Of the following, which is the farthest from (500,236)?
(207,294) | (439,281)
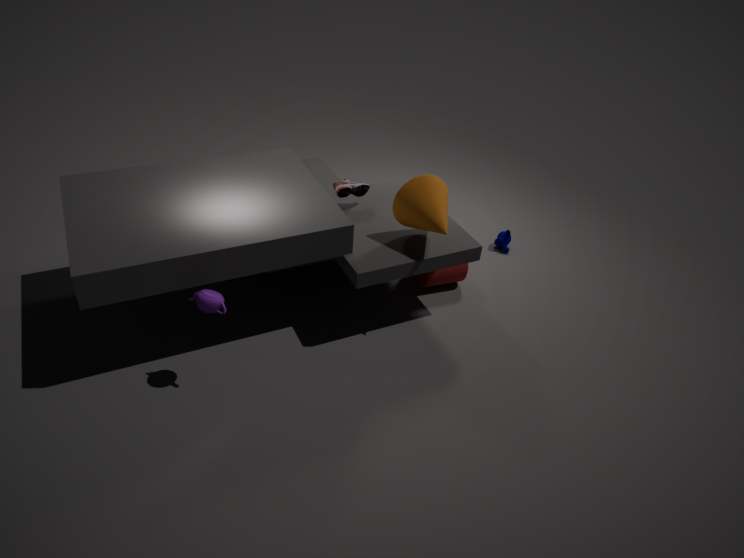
(207,294)
